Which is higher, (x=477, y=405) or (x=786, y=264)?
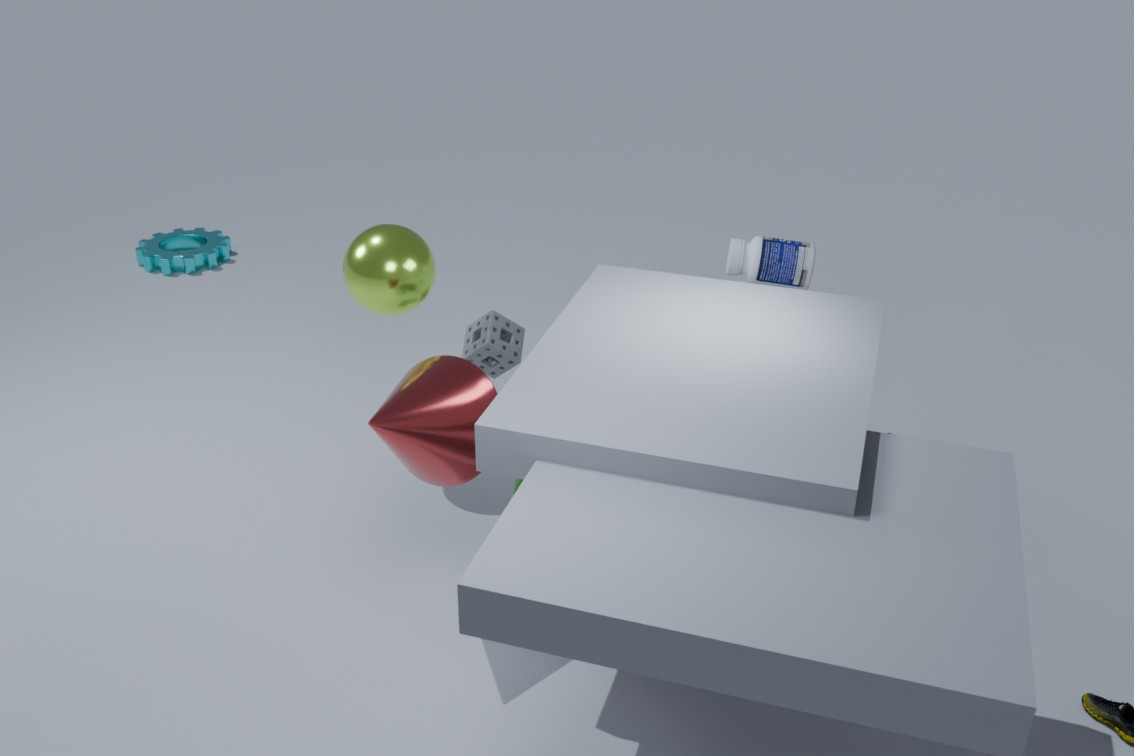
(x=786, y=264)
